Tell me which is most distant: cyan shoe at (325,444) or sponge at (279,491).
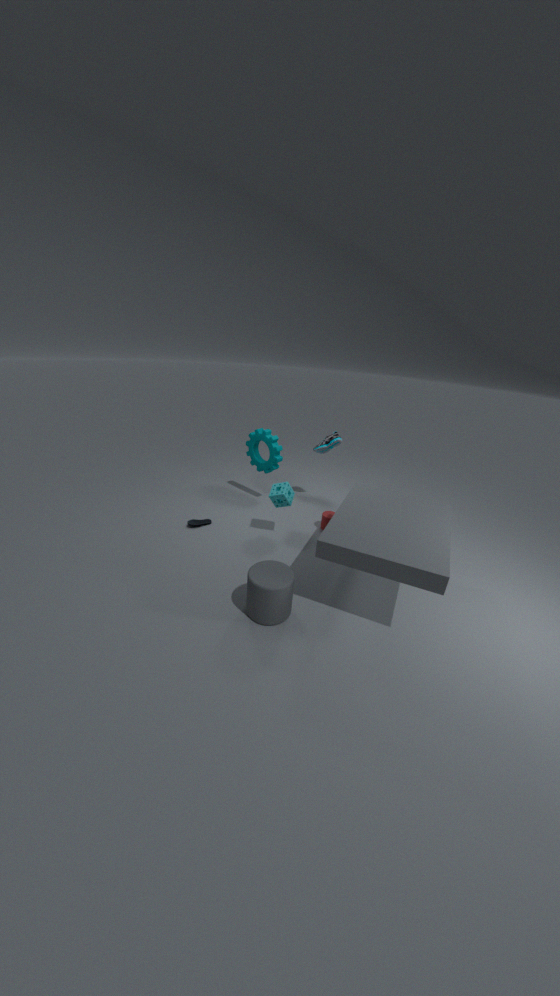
cyan shoe at (325,444)
